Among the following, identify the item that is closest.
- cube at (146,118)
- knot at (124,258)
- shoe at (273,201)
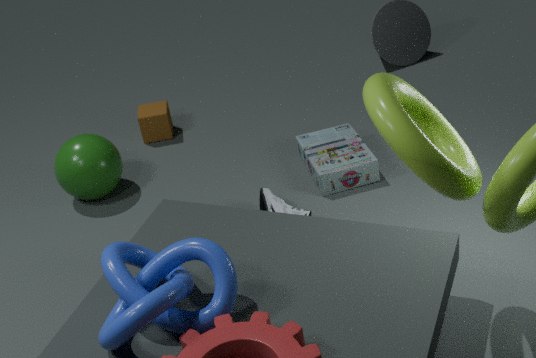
knot at (124,258)
